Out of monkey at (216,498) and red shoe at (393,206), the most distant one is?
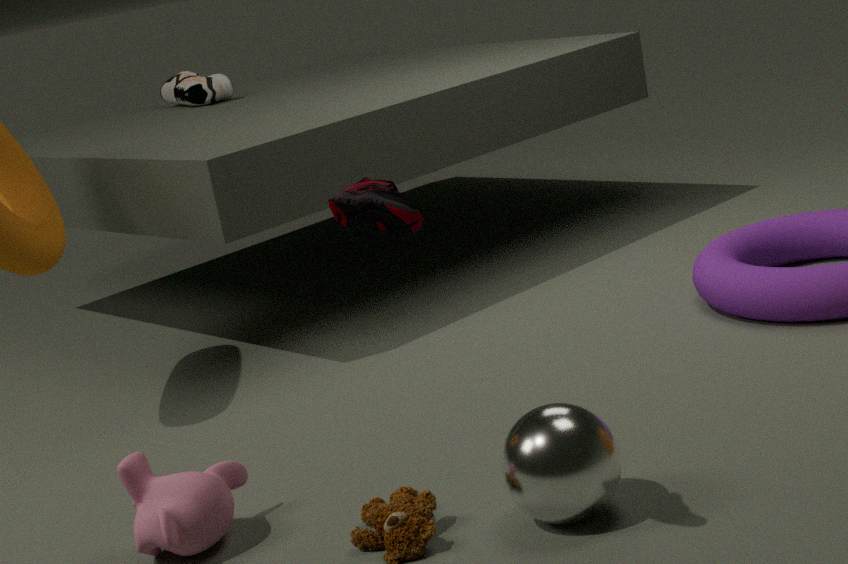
monkey at (216,498)
